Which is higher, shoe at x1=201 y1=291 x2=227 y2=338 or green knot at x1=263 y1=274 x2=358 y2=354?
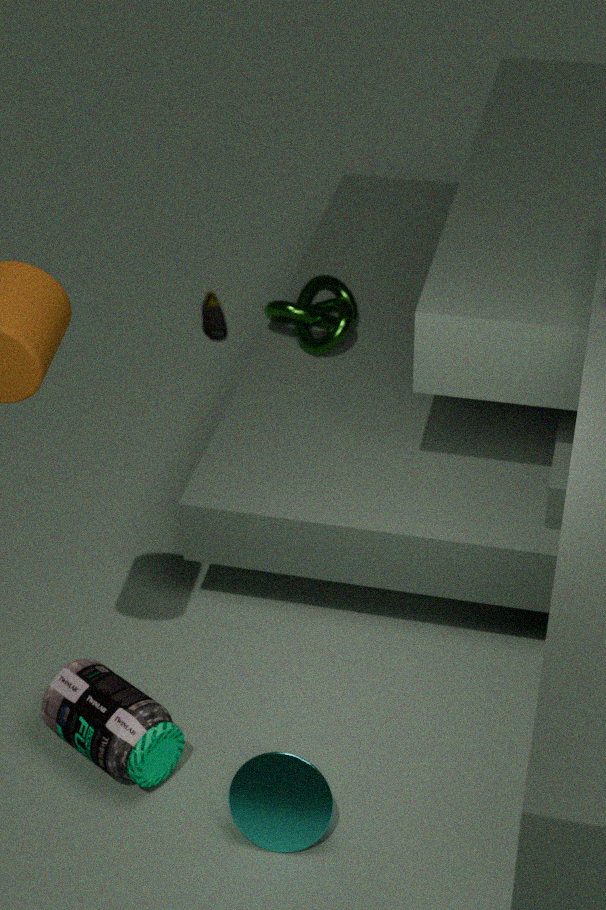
green knot at x1=263 y1=274 x2=358 y2=354
